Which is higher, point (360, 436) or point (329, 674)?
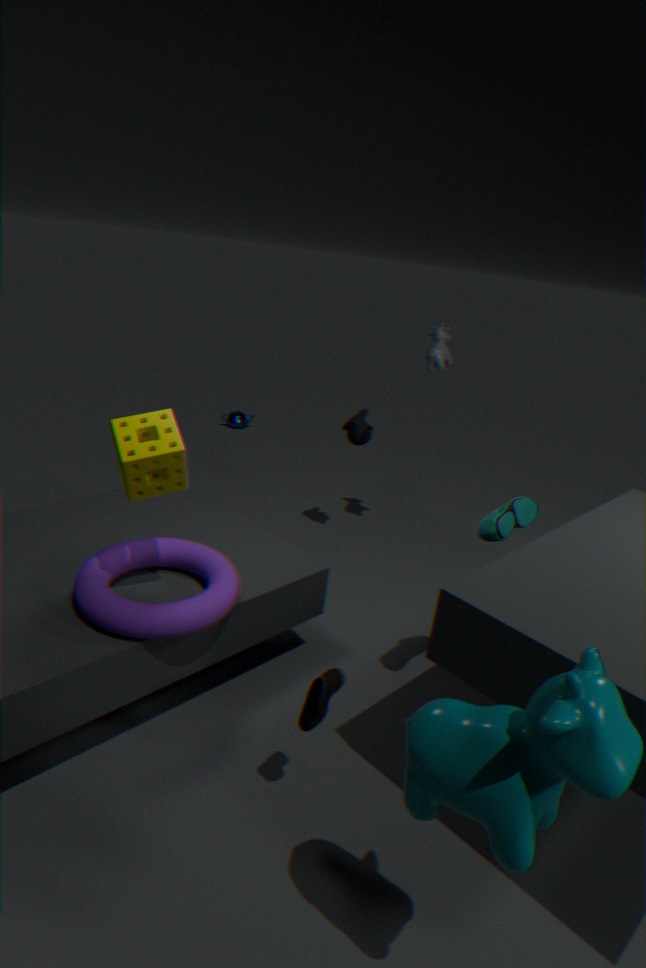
point (360, 436)
